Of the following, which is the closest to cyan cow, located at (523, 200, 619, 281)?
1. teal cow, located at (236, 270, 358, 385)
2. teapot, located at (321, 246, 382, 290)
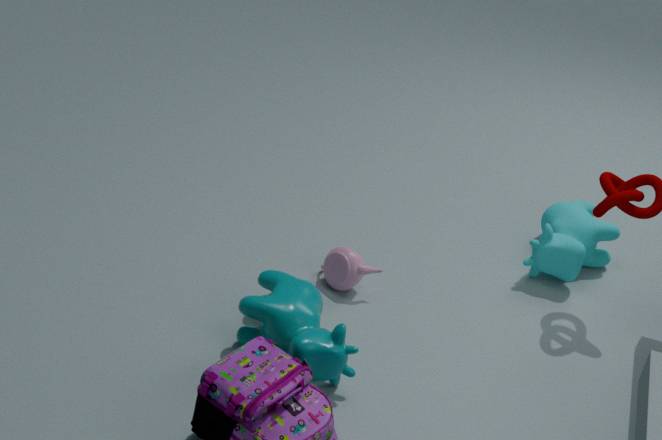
teapot, located at (321, 246, 382, 290)
